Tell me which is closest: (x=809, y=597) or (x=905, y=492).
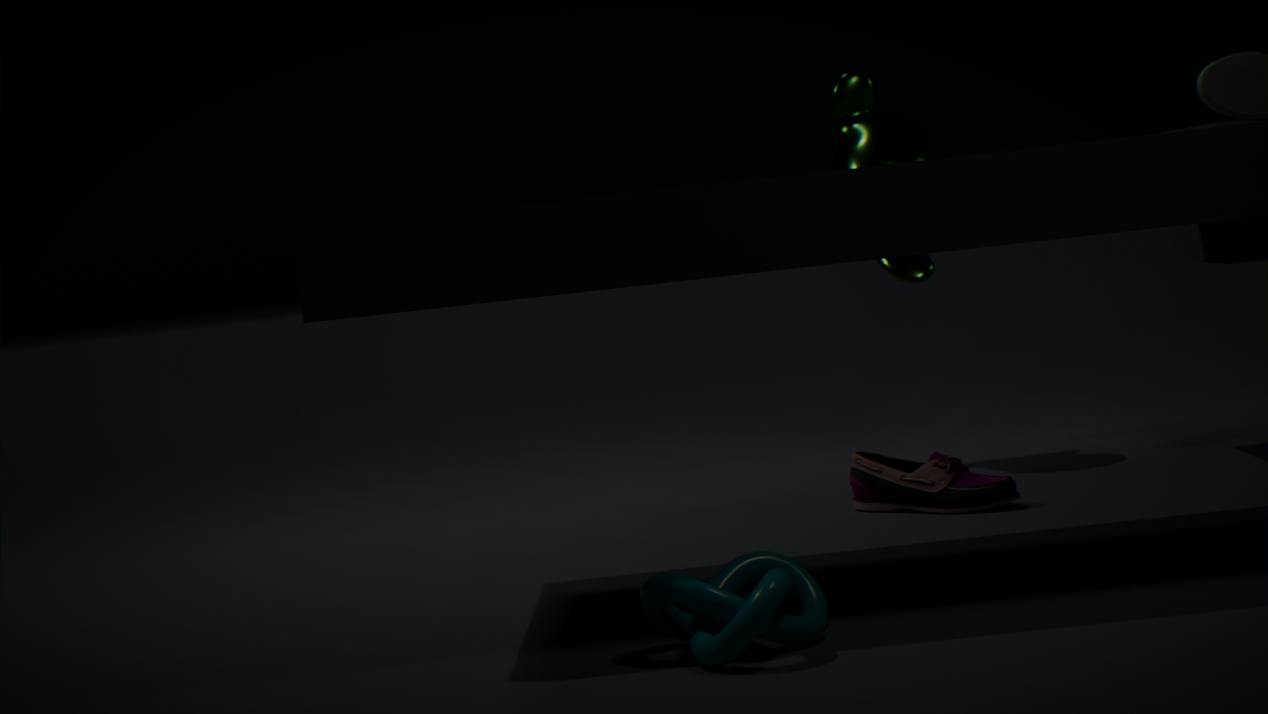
(x=809, y=597)
